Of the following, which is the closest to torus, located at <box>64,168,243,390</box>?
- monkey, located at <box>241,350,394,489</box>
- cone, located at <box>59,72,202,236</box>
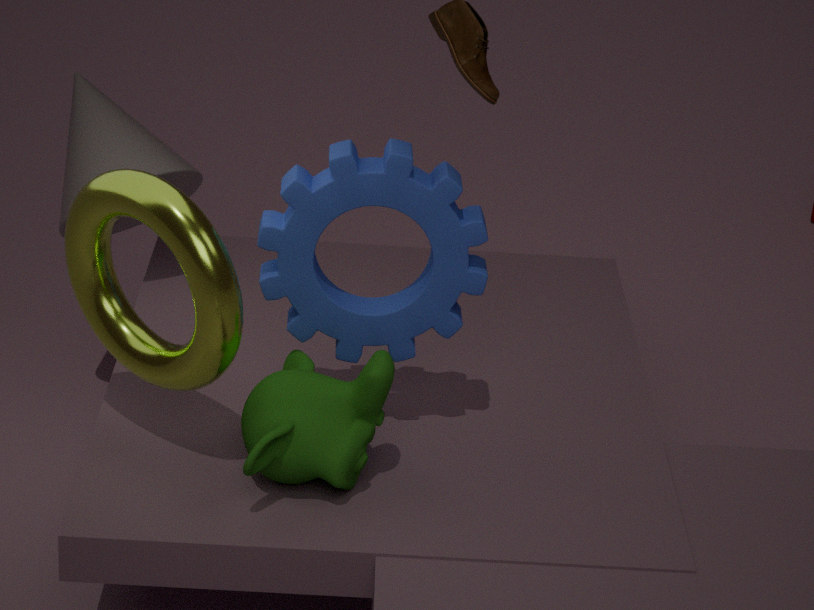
monkey, located at <box>241,350,394,489</box>
